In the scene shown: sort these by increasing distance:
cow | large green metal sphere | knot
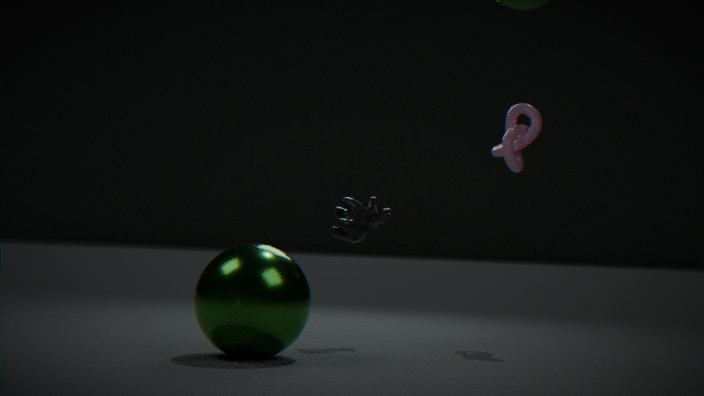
large green metal sphere
cow
knot
